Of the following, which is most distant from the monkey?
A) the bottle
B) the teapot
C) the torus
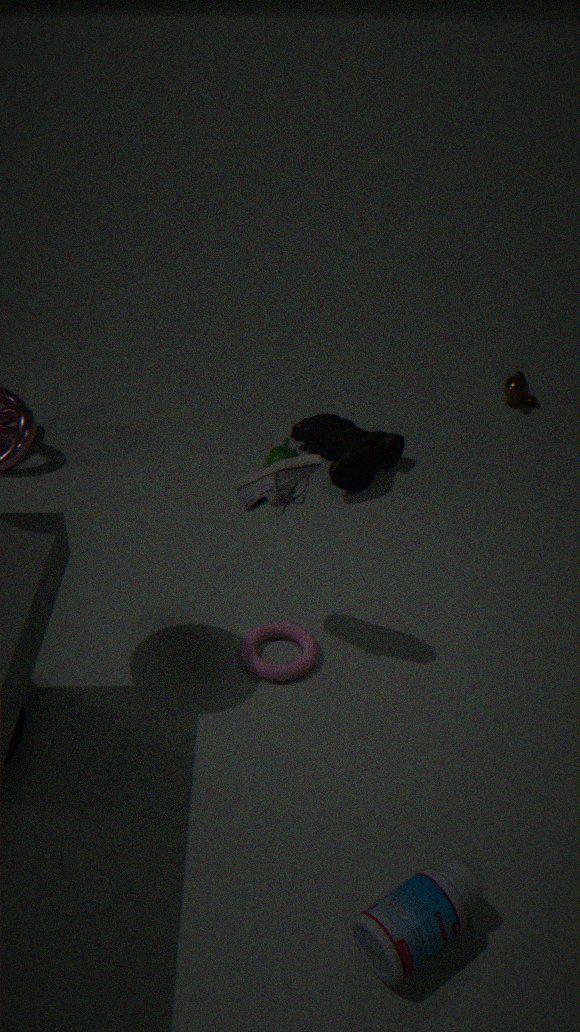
the bottle
